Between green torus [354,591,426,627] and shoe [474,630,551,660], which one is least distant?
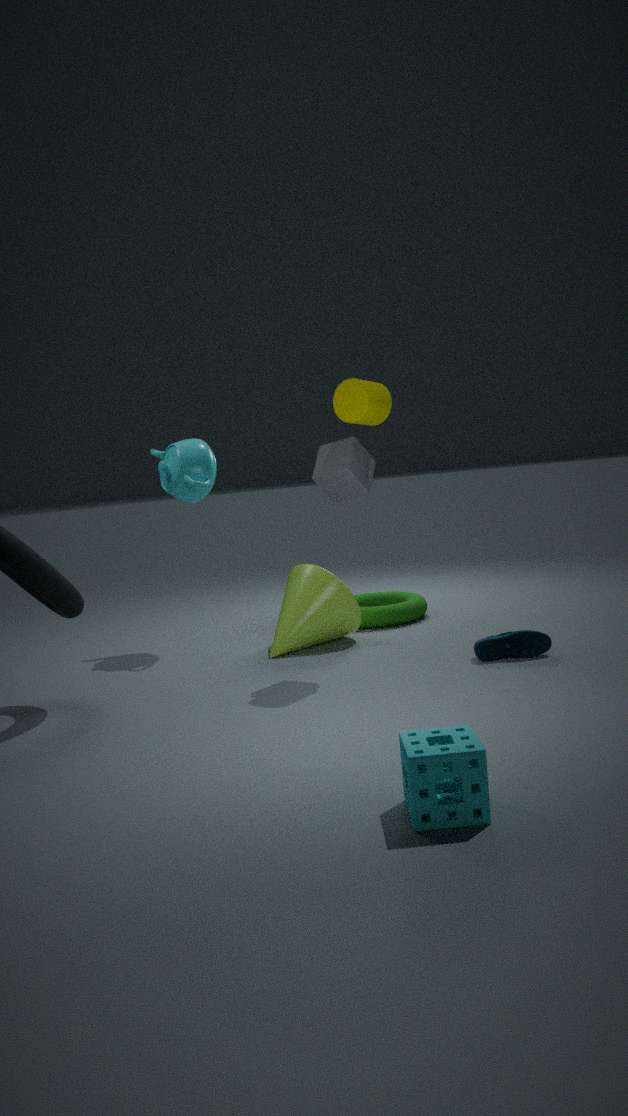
shoe [474,630,551,660]
